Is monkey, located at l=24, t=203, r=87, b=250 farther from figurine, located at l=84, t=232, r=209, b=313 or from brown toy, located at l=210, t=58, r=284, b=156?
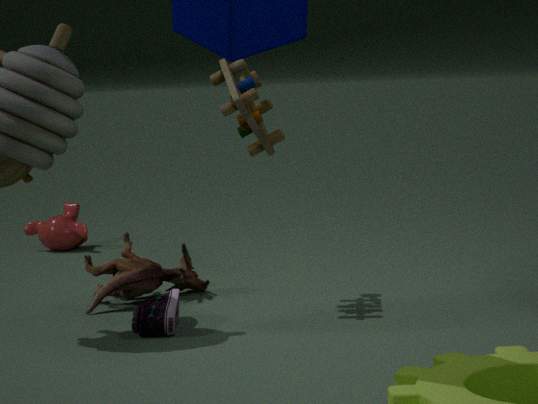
brown toy, located at l=210, t=58, r=284, b=156
